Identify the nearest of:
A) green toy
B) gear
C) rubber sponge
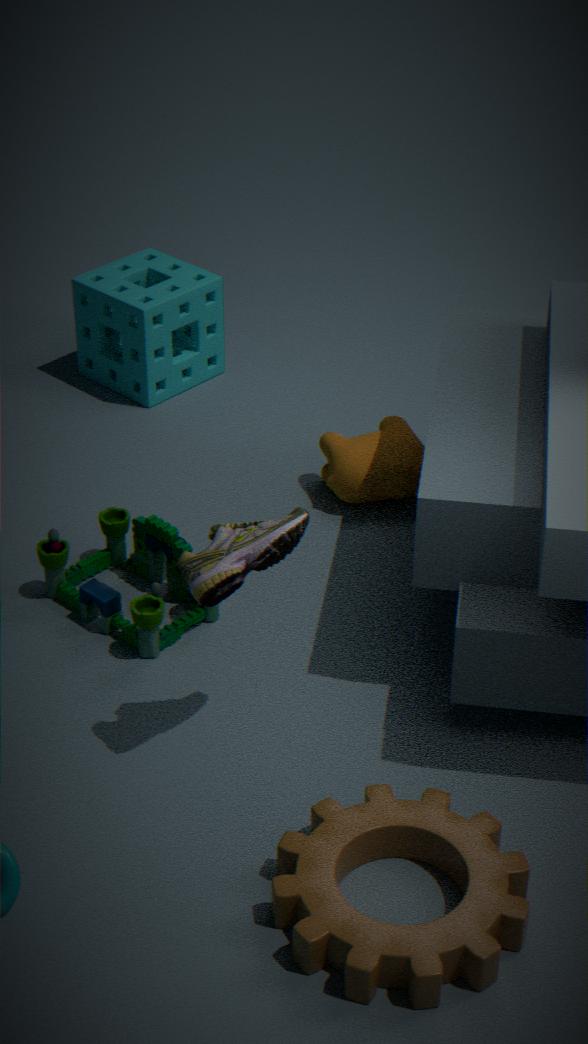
gear
